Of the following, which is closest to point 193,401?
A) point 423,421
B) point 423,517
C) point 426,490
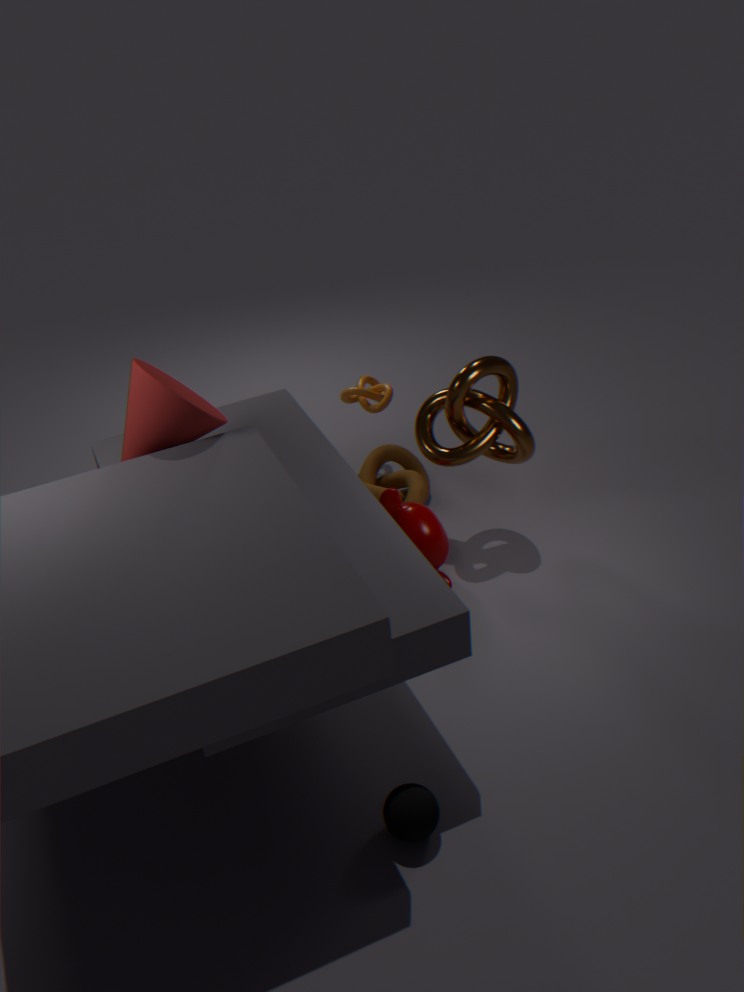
point 423,517
